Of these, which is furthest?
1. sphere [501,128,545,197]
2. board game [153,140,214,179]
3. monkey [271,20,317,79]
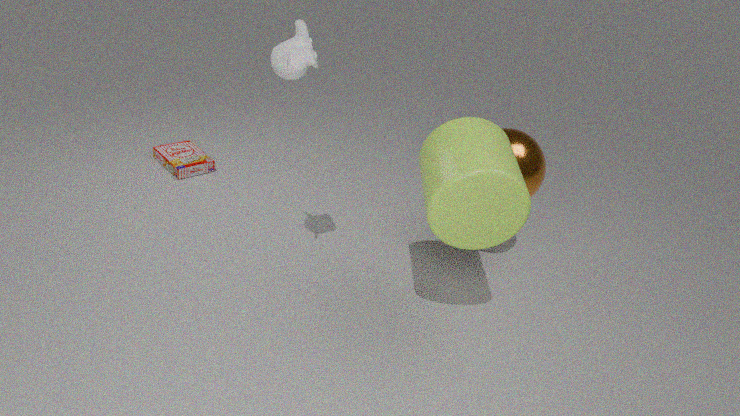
board game [153,140,214,179]
